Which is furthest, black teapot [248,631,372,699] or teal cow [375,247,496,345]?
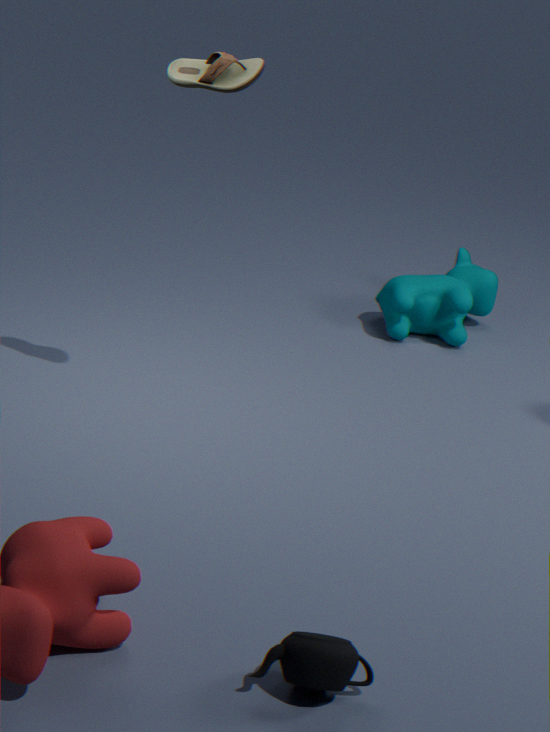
teal cow [375,247,496,345]
